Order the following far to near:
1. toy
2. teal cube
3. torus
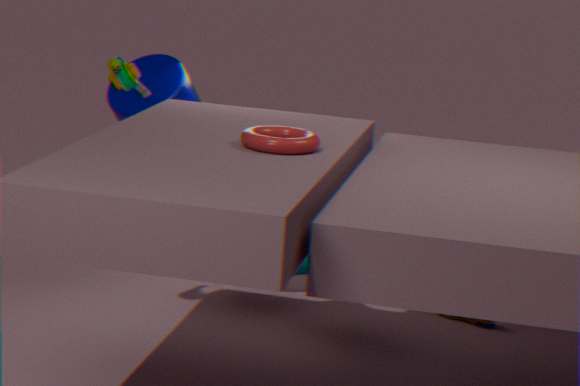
teal cube, toy, torus
